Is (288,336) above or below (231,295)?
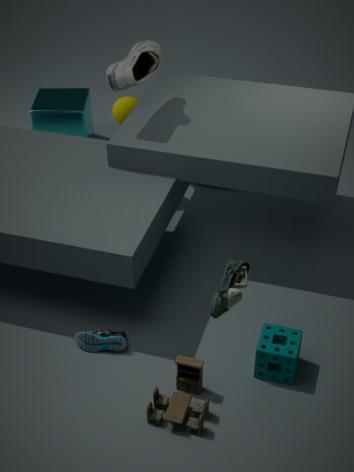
below
